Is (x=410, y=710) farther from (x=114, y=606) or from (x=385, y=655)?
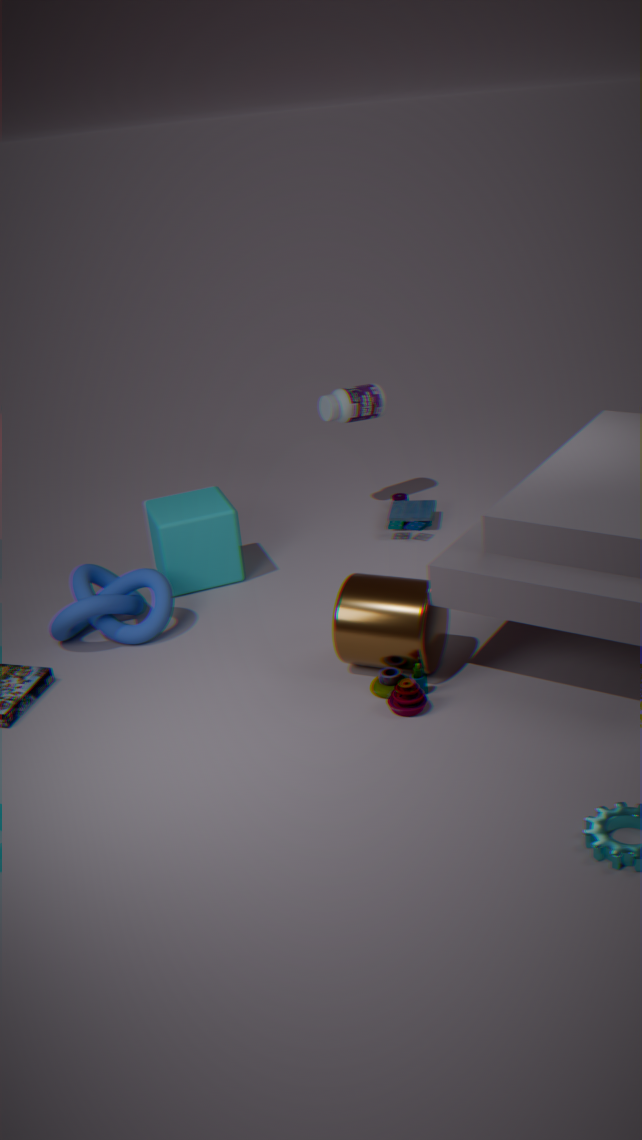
(x=114, y=606)
